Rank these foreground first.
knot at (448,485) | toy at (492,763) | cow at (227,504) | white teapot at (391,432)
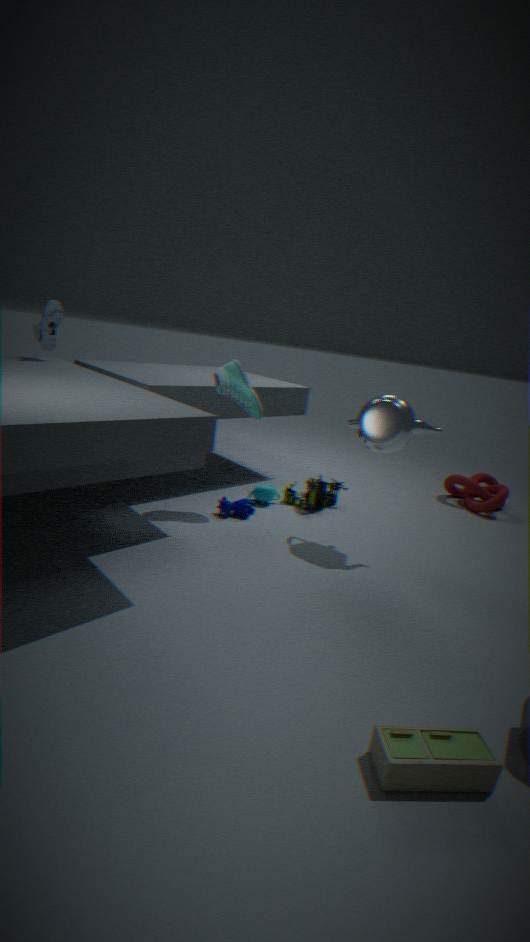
toy at (492,763)
white teapot at (391,432)
cow at (227,504)
knot at (448,485)
